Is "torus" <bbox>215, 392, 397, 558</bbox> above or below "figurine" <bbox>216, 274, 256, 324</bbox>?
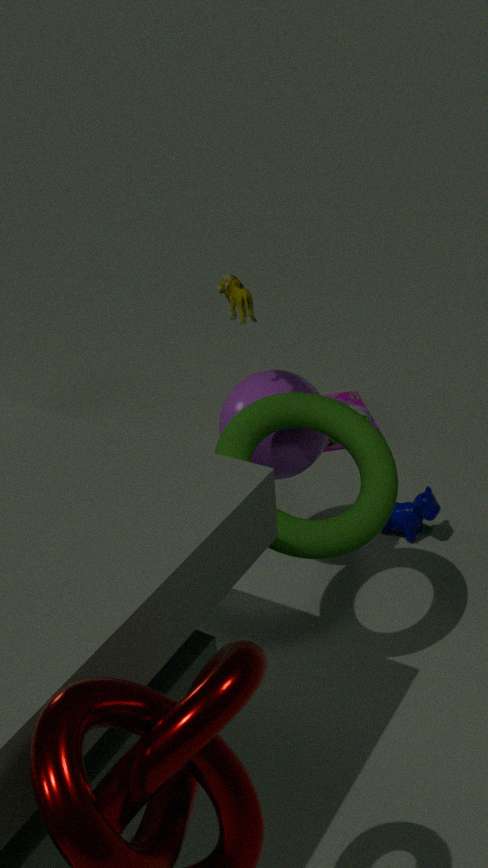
below
